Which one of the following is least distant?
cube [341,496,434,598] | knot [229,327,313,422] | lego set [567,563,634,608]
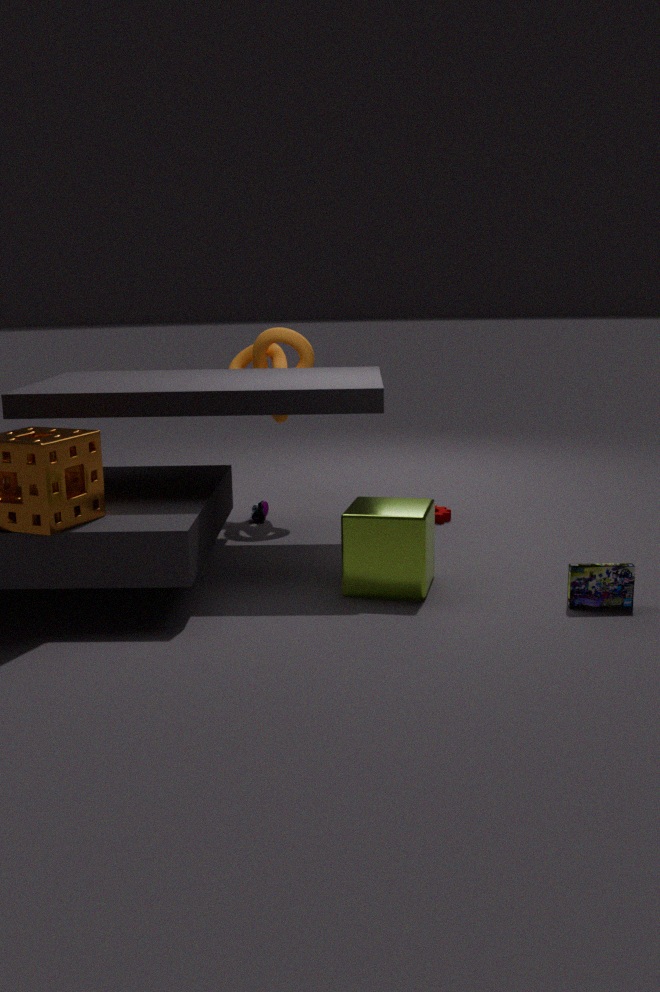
lego set [567,563,634,608]
